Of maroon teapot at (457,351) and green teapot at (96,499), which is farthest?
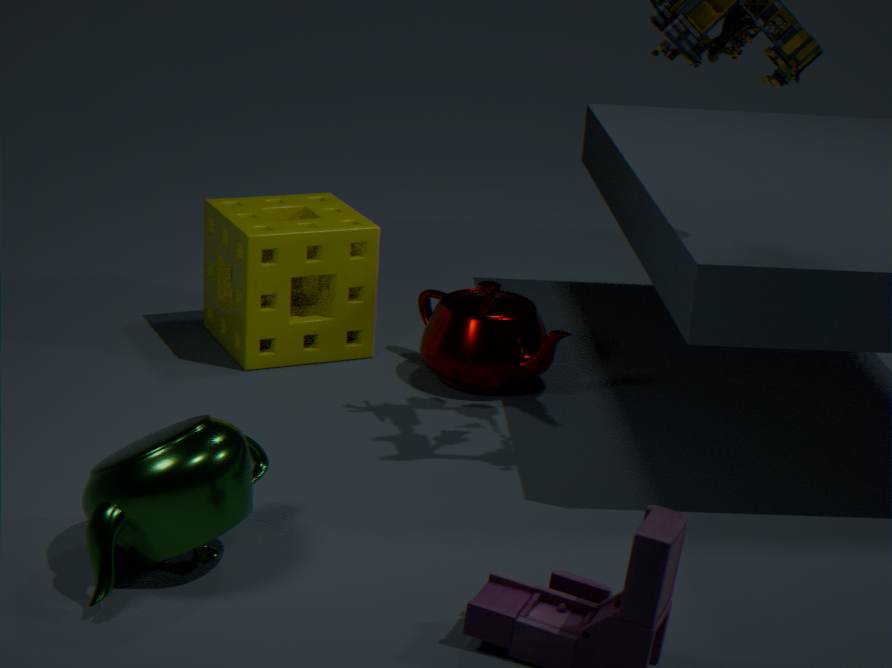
maroon teapot at (457,351)
